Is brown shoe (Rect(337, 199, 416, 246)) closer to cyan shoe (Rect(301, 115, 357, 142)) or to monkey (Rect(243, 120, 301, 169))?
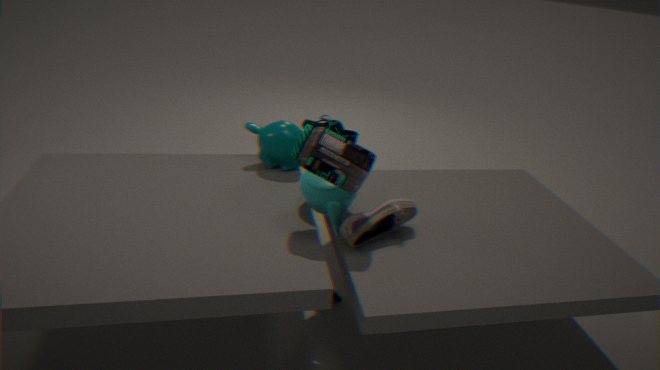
monkey (Rect(243, 120, 301, 169))
